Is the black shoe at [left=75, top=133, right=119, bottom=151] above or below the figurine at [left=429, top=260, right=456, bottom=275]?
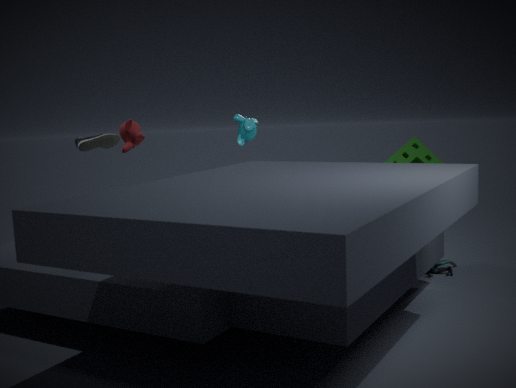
above
